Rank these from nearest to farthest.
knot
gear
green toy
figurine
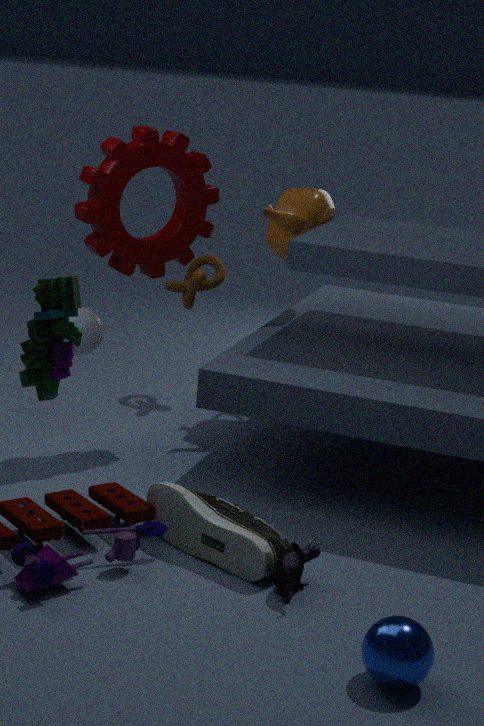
green toy
figurine
gear
knot
